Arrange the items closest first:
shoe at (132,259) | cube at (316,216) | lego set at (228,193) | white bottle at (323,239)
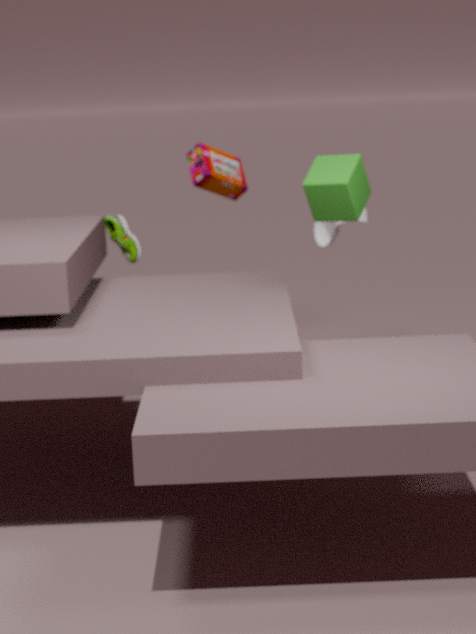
cube at (316,216) < white bottle at (323,239) < lego set at (228,193) < shoe at (132,259)
